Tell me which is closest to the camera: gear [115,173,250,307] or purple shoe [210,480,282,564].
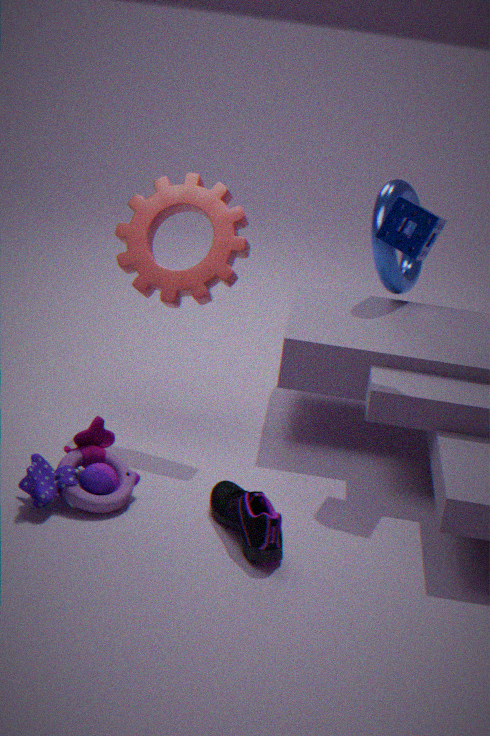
purple shoe [210,480,282,564]
